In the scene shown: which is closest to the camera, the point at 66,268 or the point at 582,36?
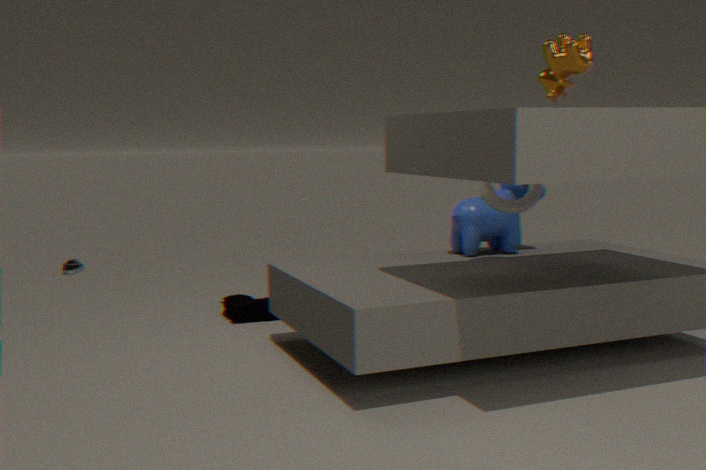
the point at 582,36
